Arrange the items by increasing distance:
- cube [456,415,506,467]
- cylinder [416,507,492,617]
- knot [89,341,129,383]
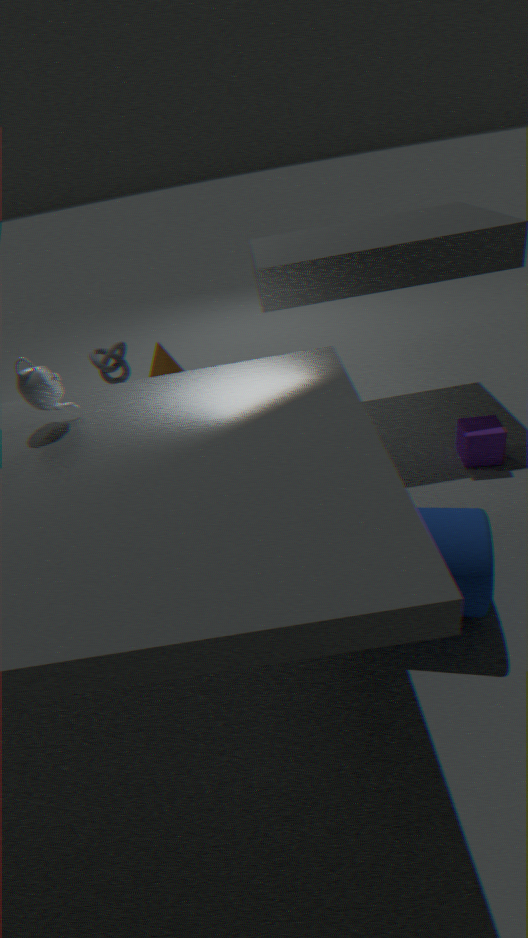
→ 1. cylinder [416,507,492,617]
2. cube [456,415,506,467]
3. knot [89,341,129,383]
